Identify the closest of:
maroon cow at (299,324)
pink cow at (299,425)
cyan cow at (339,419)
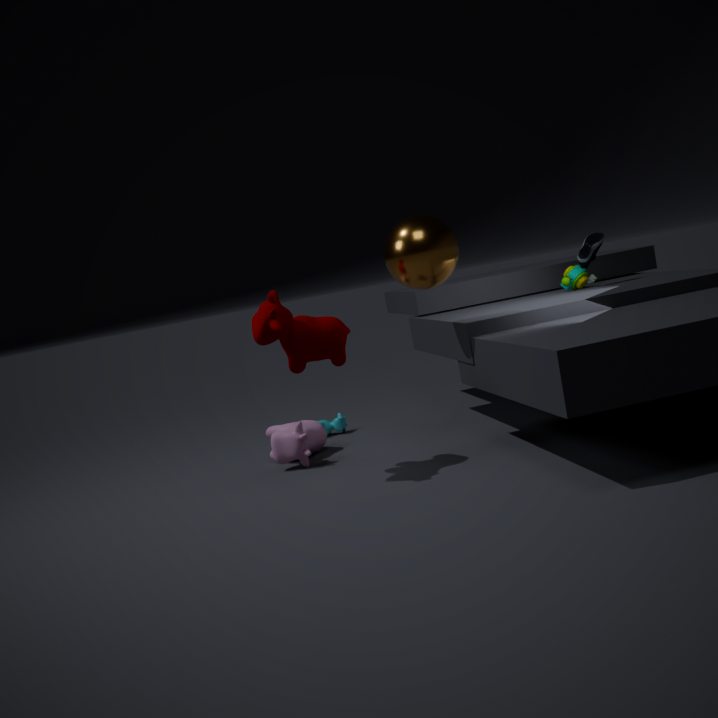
maroon cow at (299,324)
